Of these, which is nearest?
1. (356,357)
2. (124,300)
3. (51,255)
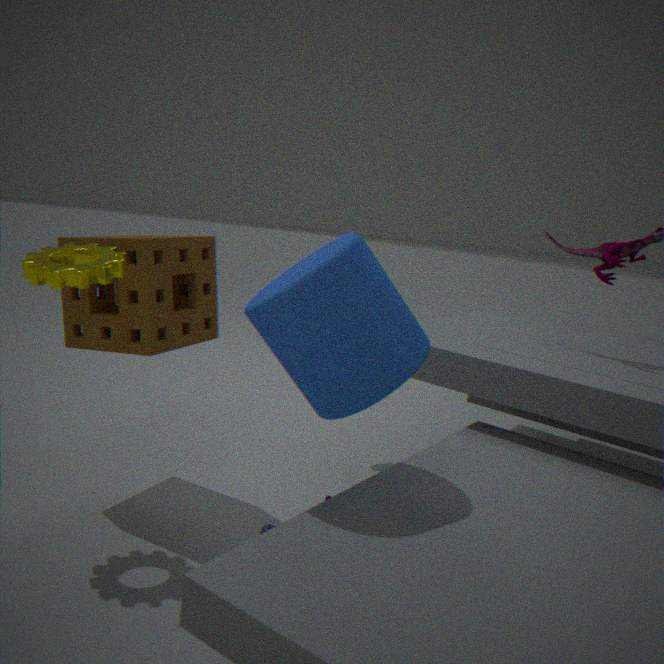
(356,357)
